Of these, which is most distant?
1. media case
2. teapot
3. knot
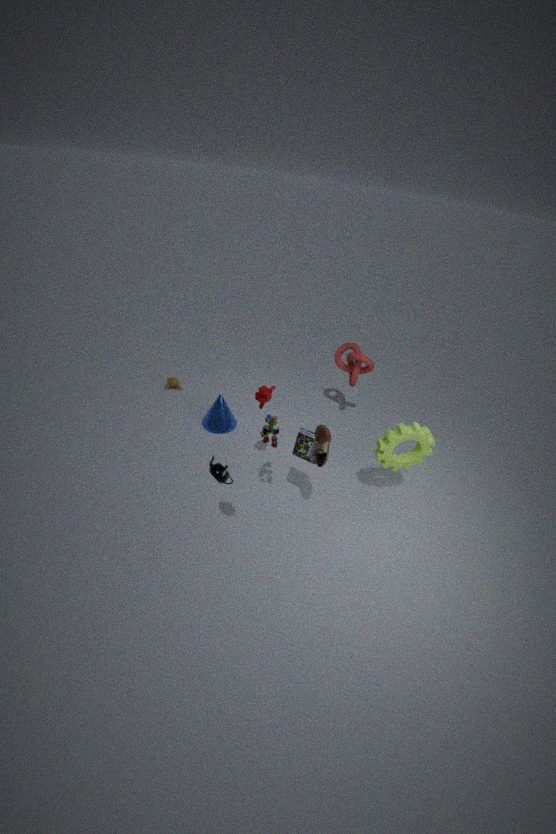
knot
